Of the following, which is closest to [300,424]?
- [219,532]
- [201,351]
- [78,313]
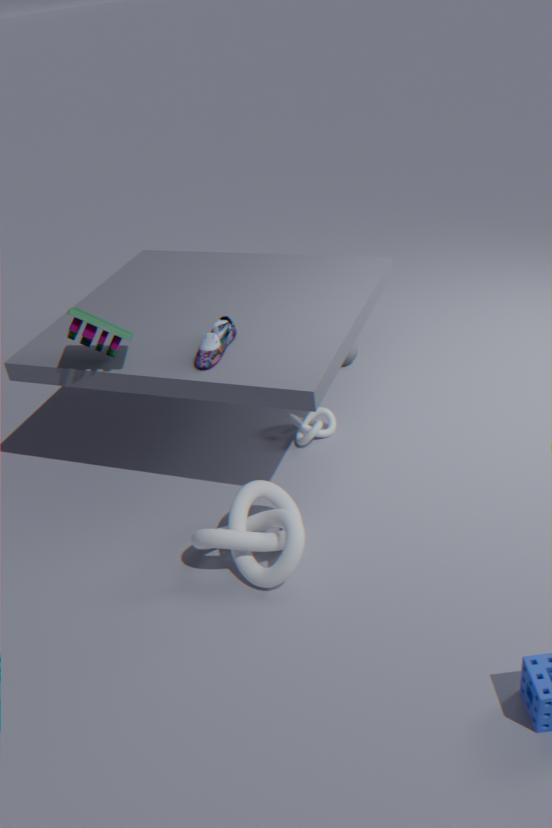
[201,351]
